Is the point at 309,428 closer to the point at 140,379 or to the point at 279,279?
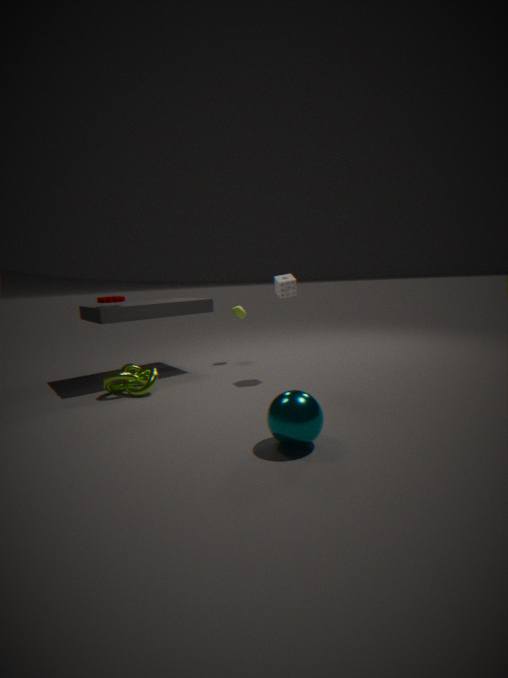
the point at 279,279
